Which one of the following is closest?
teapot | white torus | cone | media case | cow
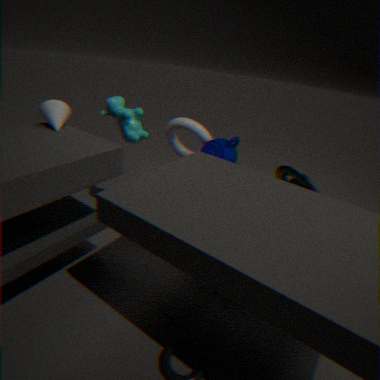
cone
